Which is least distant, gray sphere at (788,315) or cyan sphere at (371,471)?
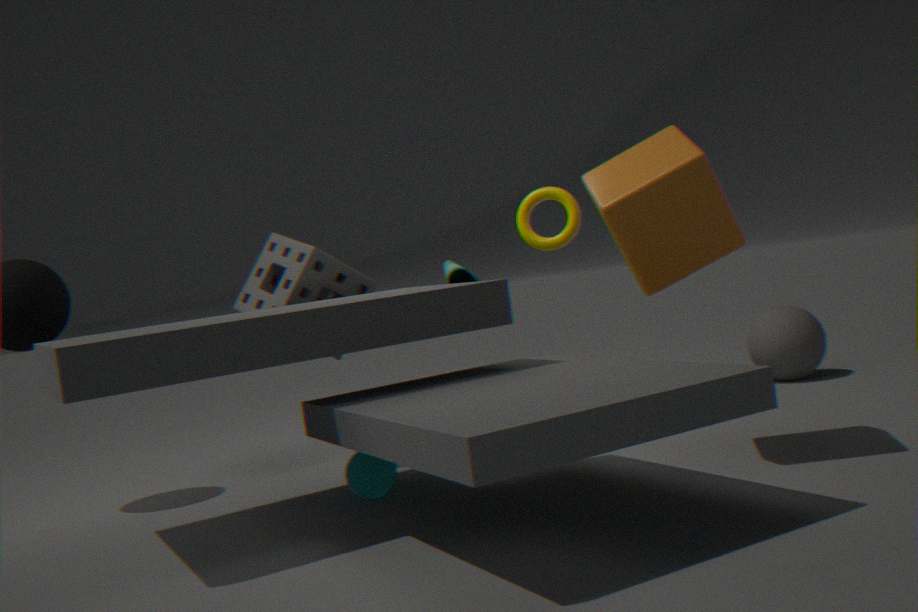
cyan sphere at (371,471)
